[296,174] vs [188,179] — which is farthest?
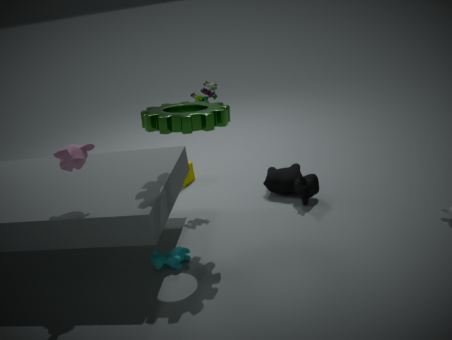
[188,179]
